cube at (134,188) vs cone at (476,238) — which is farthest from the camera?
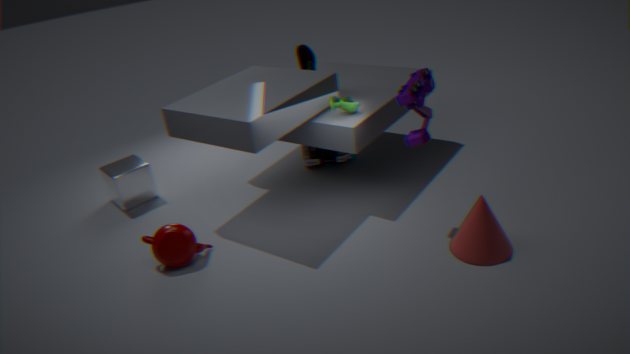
cube at (134,188)
